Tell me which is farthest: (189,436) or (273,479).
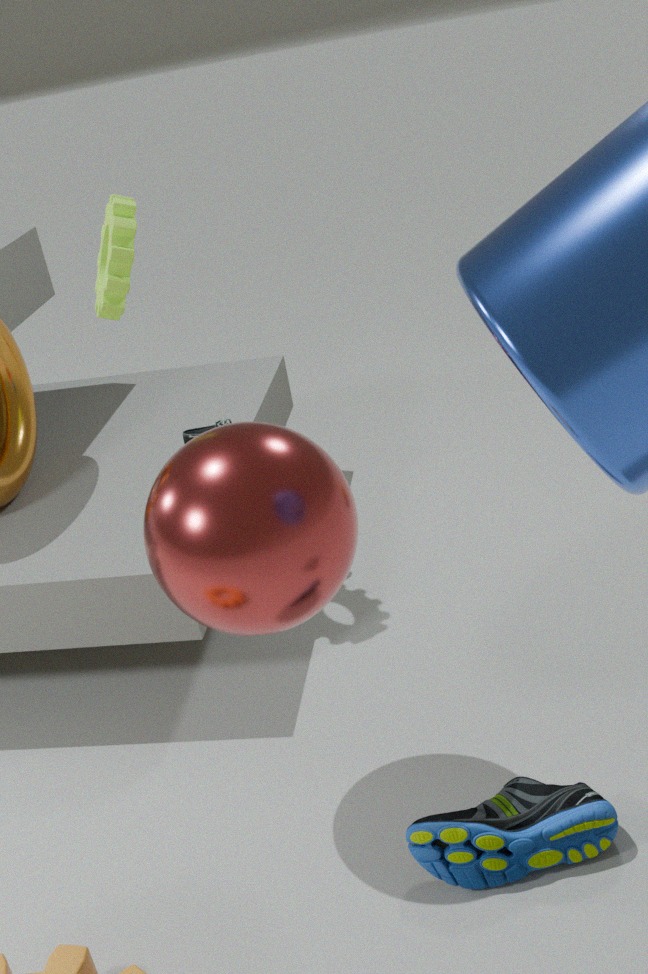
(189,436)
